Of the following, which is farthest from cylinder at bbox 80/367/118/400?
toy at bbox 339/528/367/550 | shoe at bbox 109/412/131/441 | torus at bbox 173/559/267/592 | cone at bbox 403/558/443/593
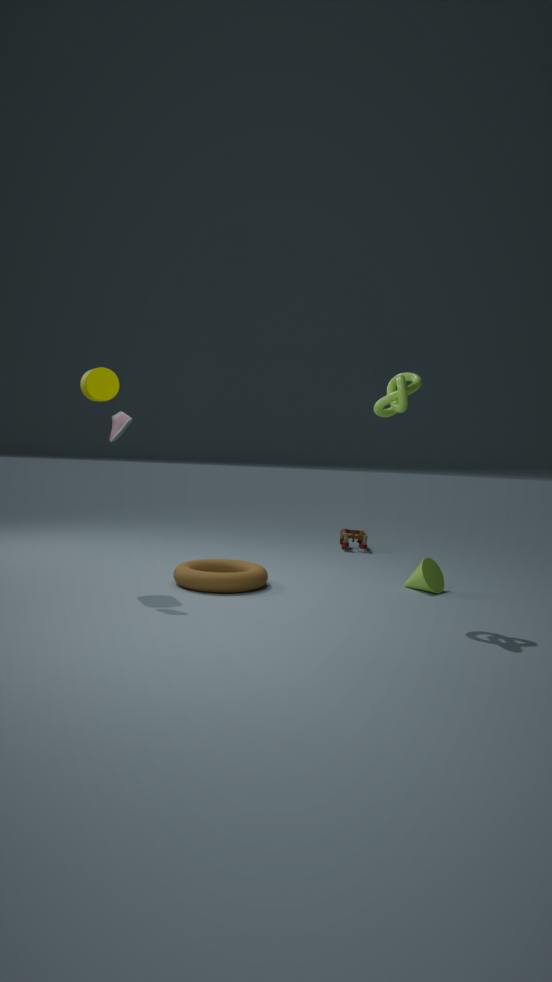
toy at bbox 339/528/367/550
